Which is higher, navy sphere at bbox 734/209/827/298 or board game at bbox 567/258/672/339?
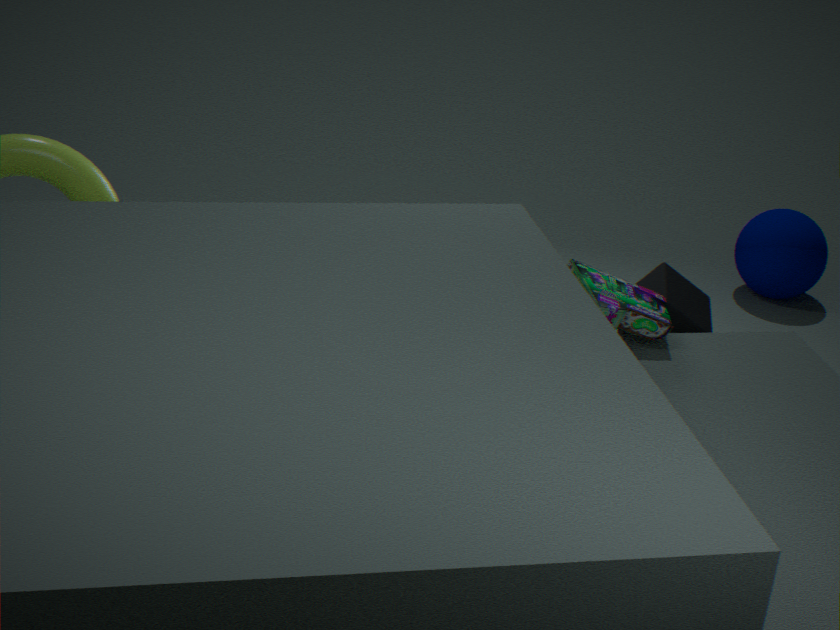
board game at bbox 567/258/672/339
